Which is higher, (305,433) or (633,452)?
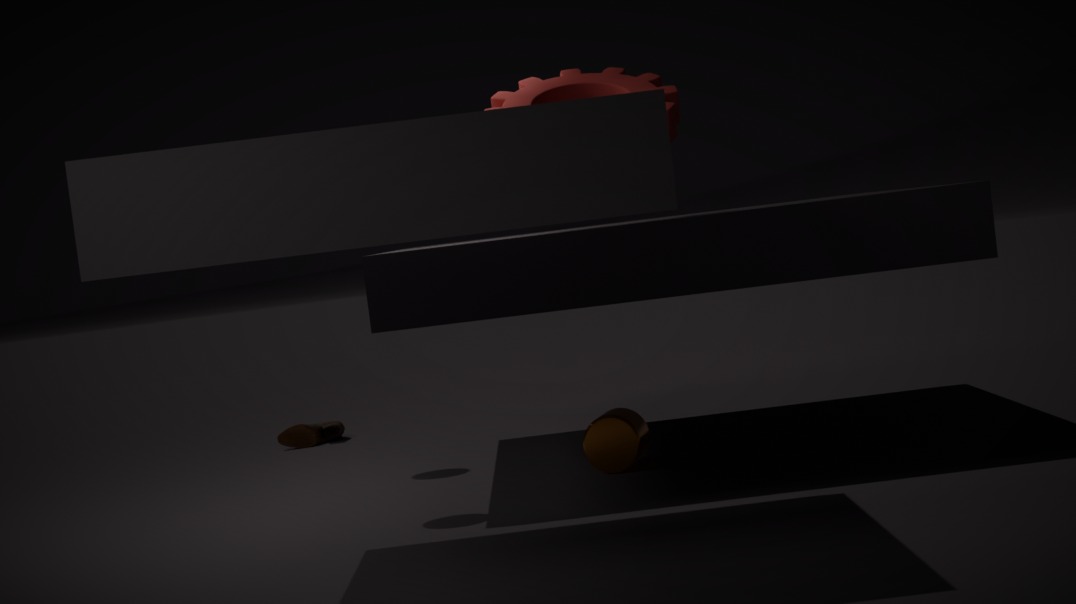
(633,452)
